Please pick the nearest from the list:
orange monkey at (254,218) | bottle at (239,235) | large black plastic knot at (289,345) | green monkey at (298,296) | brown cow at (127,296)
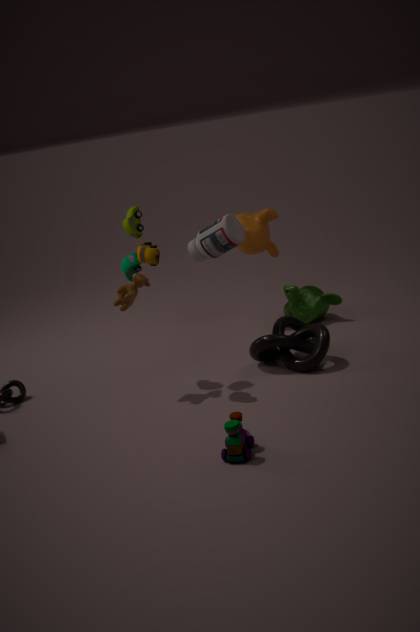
brown cow at (127,296)
